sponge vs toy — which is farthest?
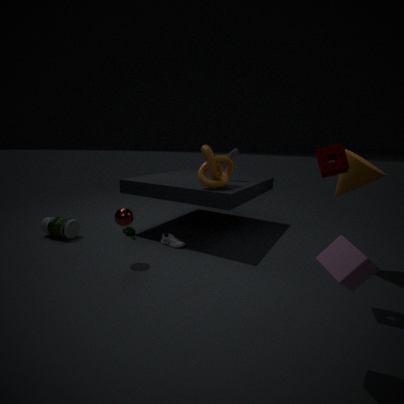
toy
